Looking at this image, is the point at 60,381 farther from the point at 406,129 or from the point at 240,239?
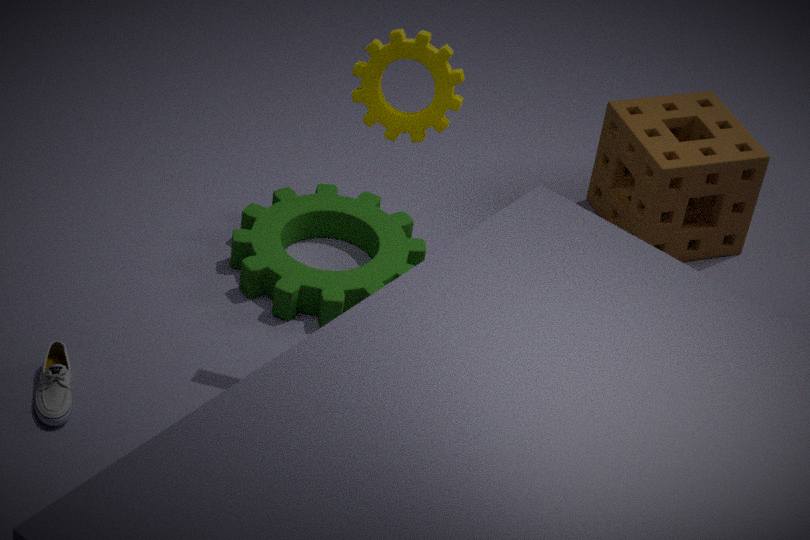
the point at 406,129
